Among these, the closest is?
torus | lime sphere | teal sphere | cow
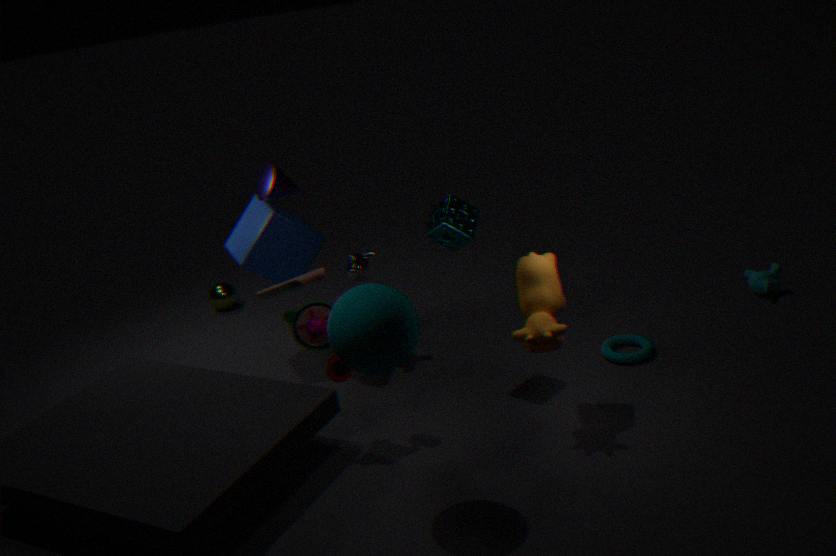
teal sphere
